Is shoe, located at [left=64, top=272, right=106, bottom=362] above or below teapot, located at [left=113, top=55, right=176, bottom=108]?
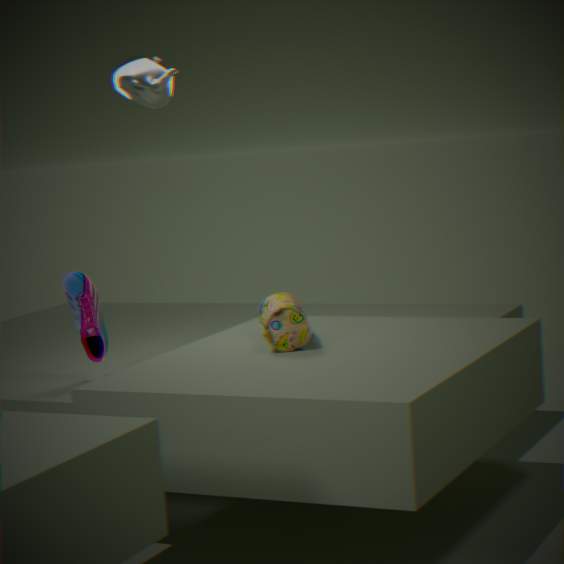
below
